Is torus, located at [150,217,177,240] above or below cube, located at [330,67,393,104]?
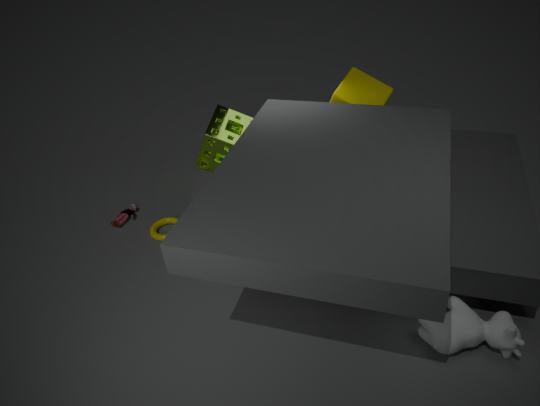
below
